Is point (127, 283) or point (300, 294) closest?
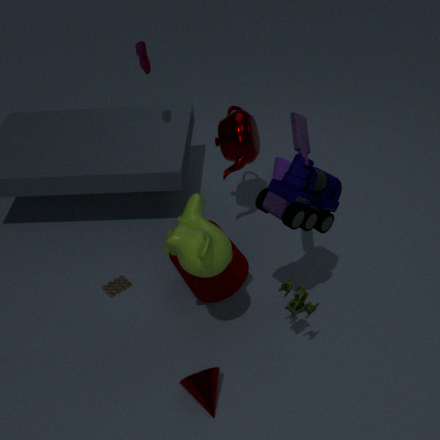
point (300, 294)
